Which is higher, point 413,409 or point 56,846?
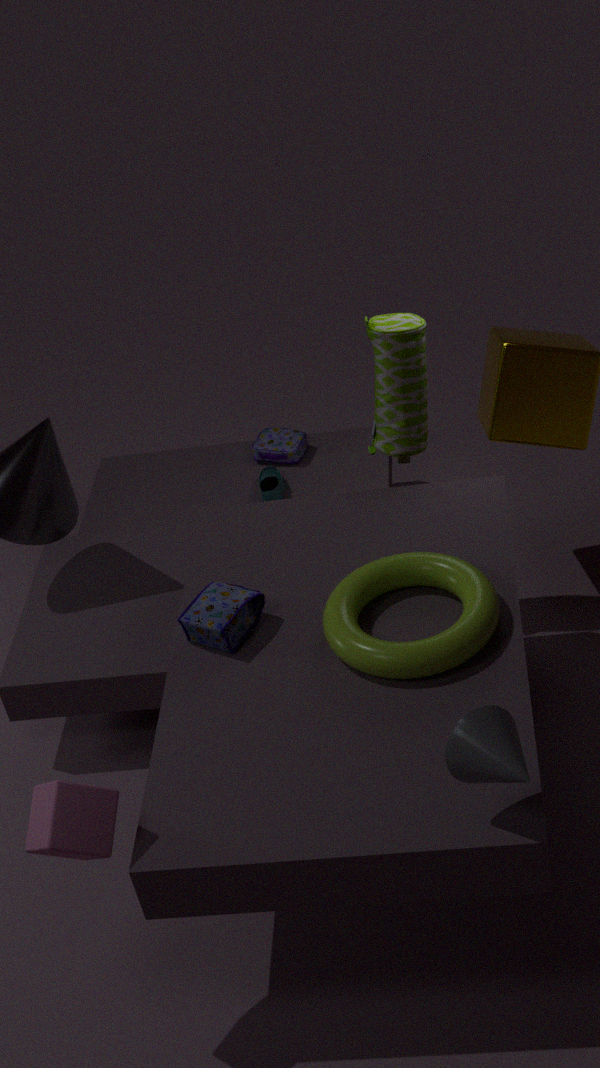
point 413,409
